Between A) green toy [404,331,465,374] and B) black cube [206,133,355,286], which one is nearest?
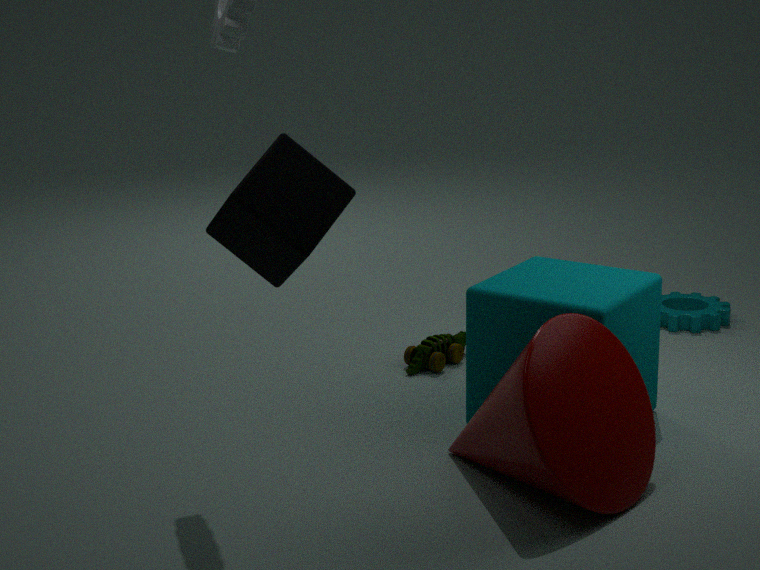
B. black cube [206,133,355,286]
